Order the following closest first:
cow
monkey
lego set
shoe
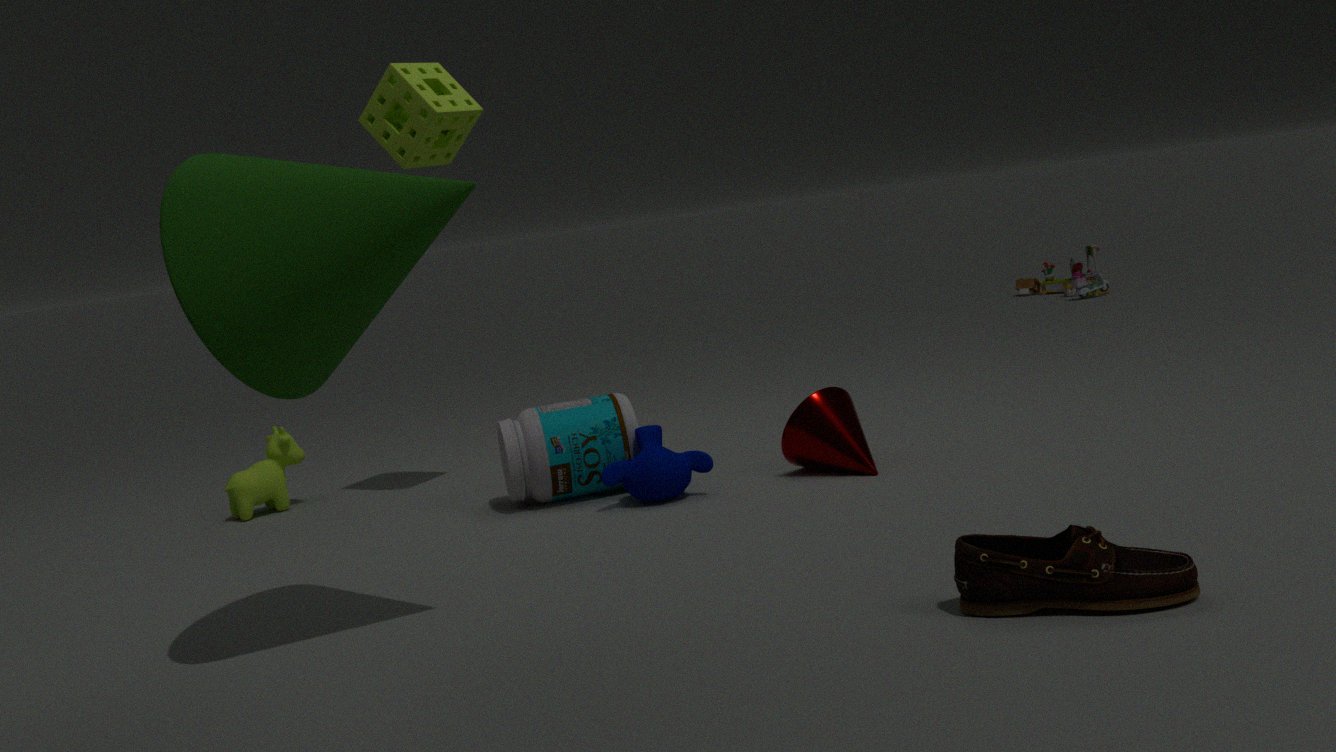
shoe → monkey → cow → lego set
